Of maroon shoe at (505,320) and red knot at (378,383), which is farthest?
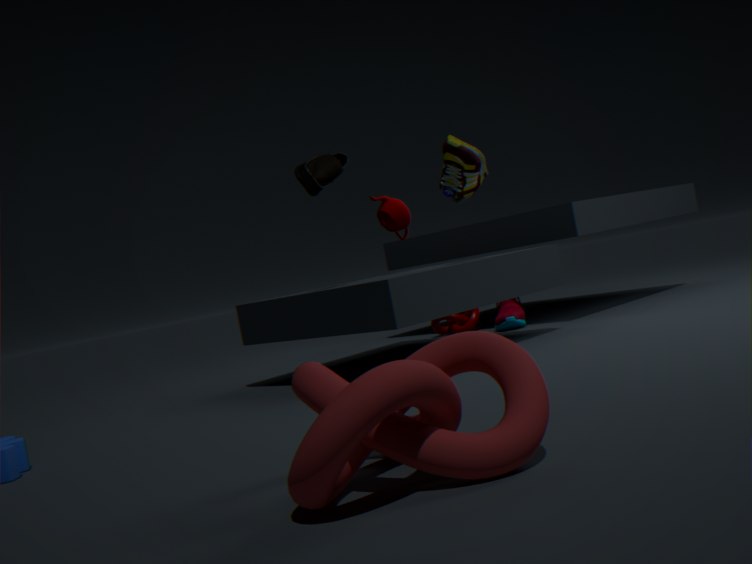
maroon shoe at (505,320)
